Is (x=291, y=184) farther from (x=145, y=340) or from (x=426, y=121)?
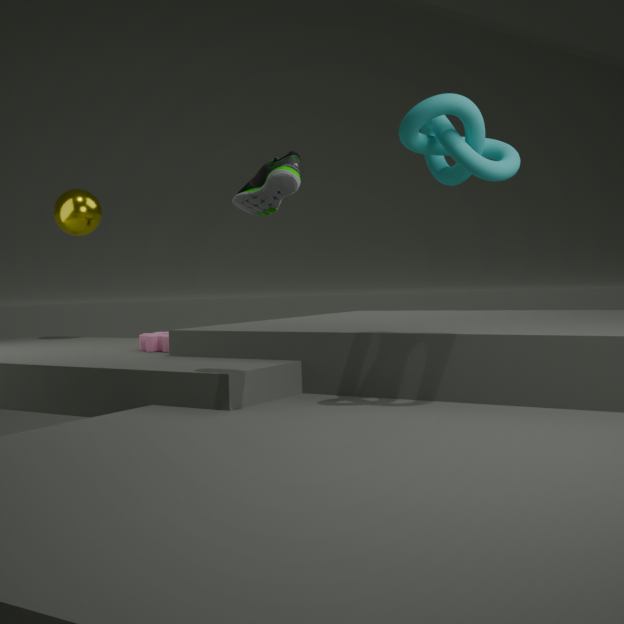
(x=145, y=340)
